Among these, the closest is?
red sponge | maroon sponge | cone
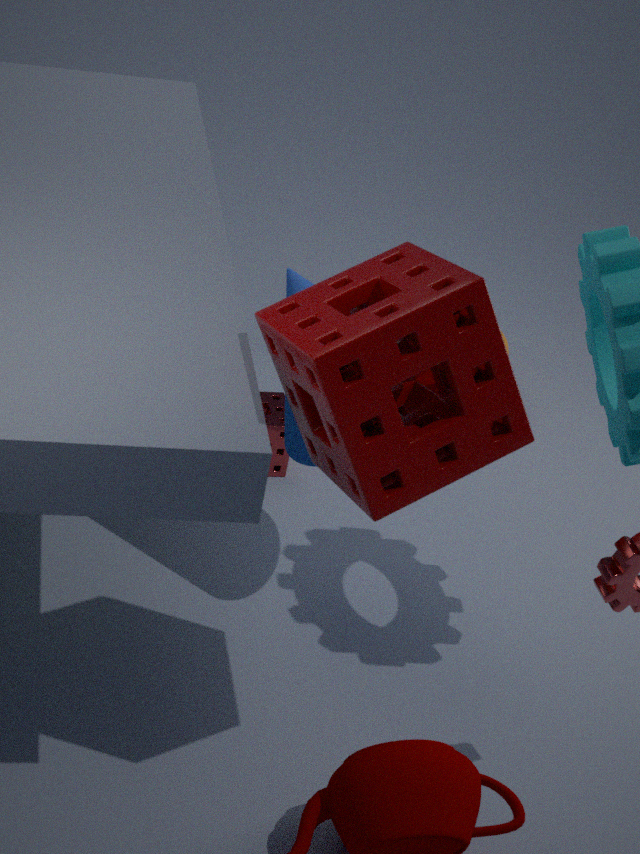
maroon sponge
